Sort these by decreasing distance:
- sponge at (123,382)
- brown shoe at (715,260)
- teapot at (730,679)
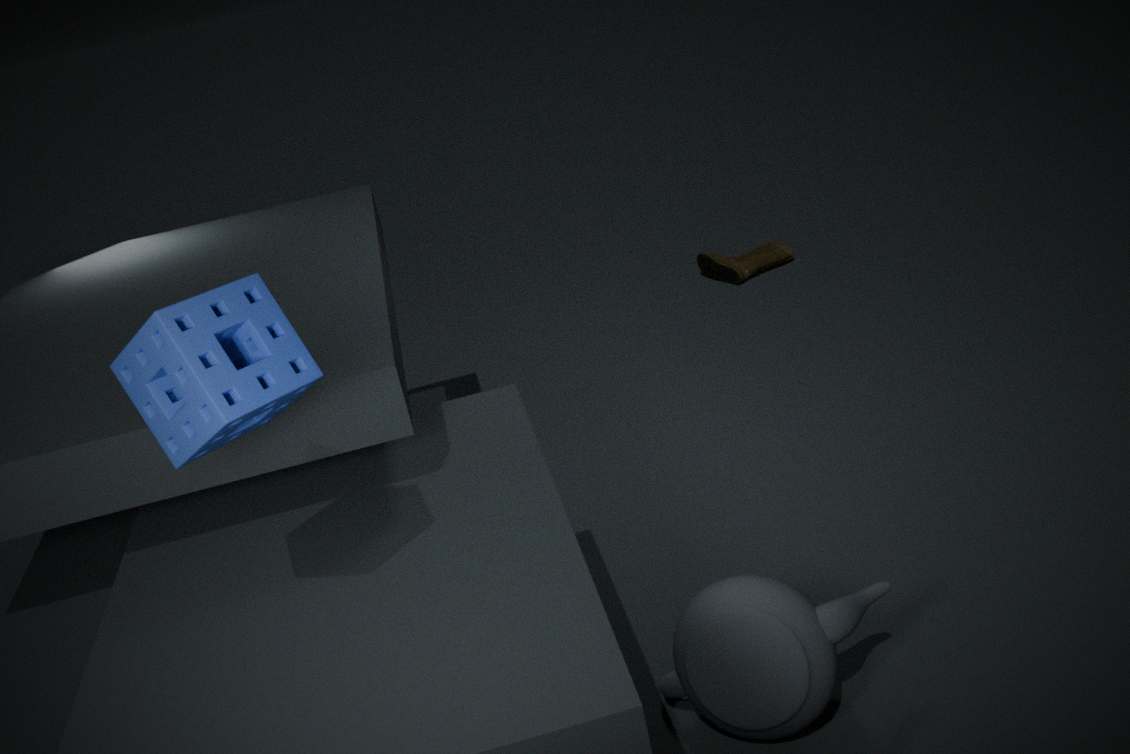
1. brown shoe at (715,260)
2. teapot at (730,679)
3. sponge at (123,382)
